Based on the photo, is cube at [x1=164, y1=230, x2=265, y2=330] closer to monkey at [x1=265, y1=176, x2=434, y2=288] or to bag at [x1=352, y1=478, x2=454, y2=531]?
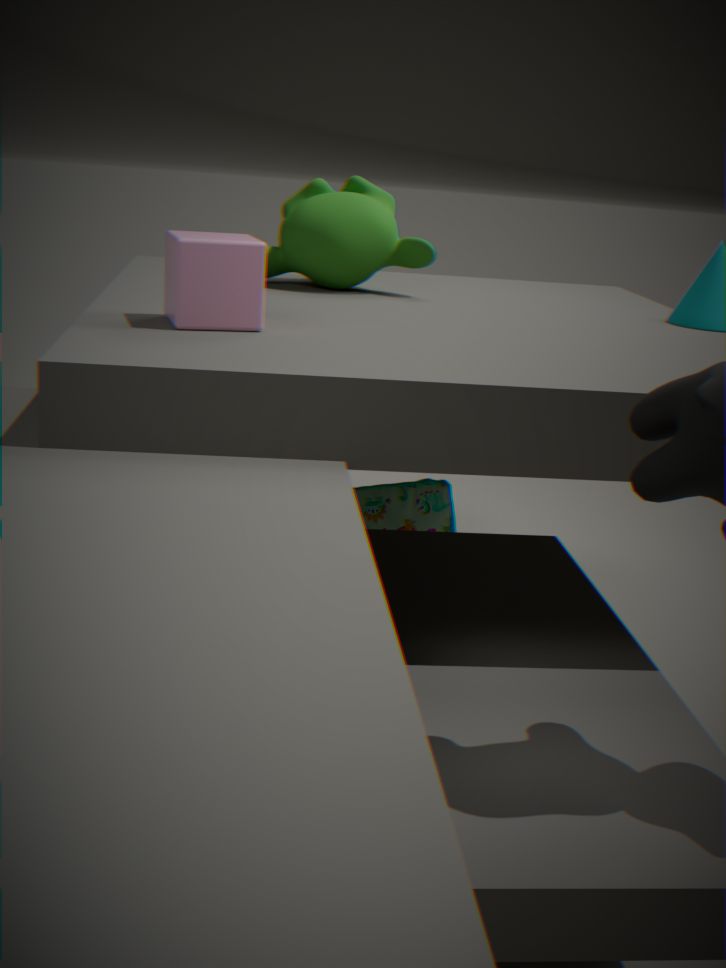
monkey at [x1=265, y1=176, x2=434, y2=288]
